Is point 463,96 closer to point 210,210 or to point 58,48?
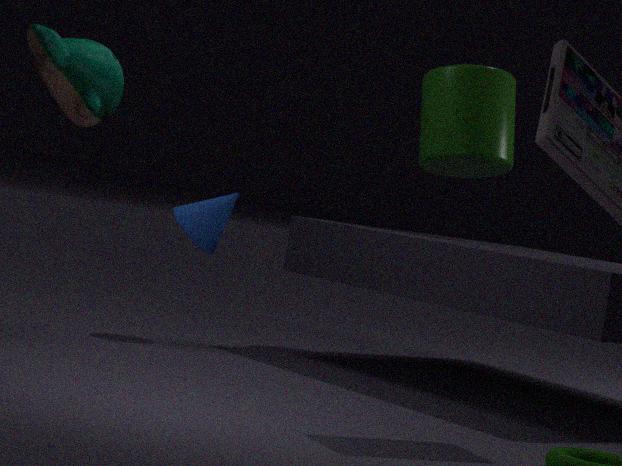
point 210,210
